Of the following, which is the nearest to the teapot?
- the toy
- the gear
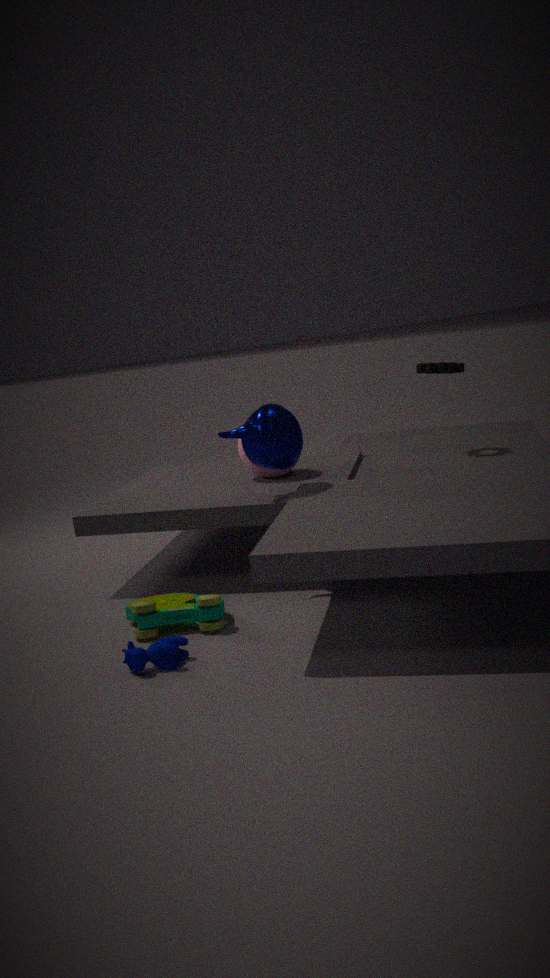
the toy
